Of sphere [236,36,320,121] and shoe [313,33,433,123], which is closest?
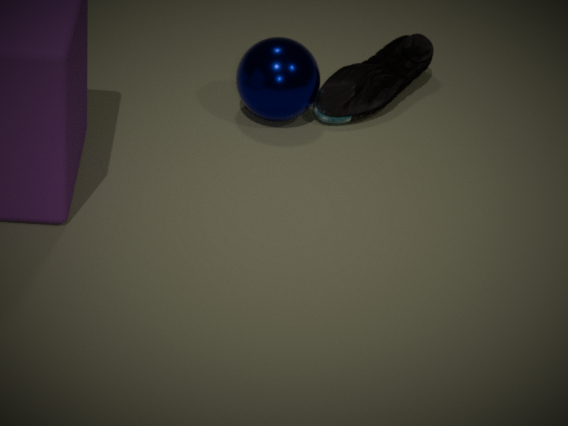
sphere [236,36,320,121]
